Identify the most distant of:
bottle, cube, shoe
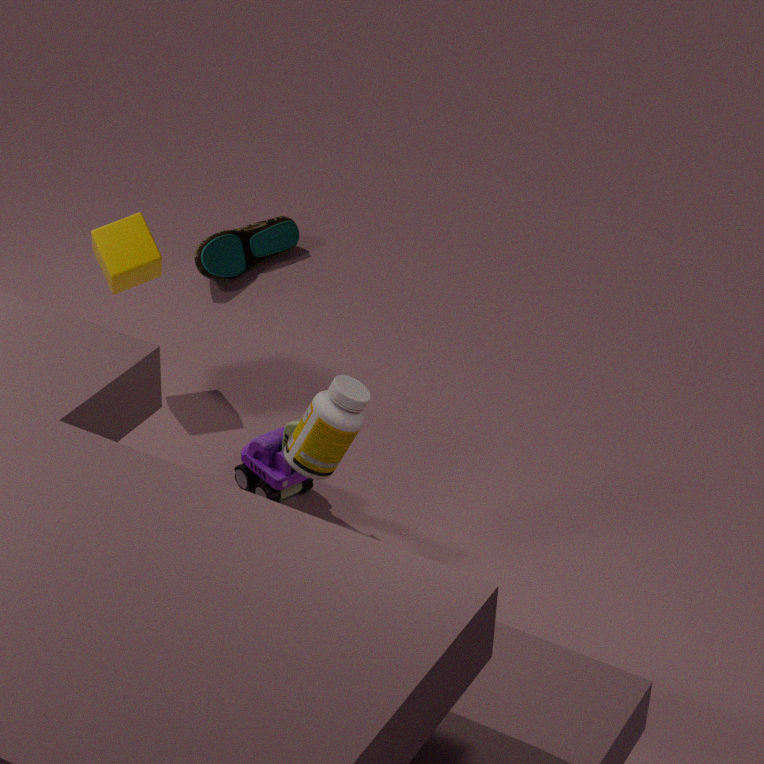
shoe
